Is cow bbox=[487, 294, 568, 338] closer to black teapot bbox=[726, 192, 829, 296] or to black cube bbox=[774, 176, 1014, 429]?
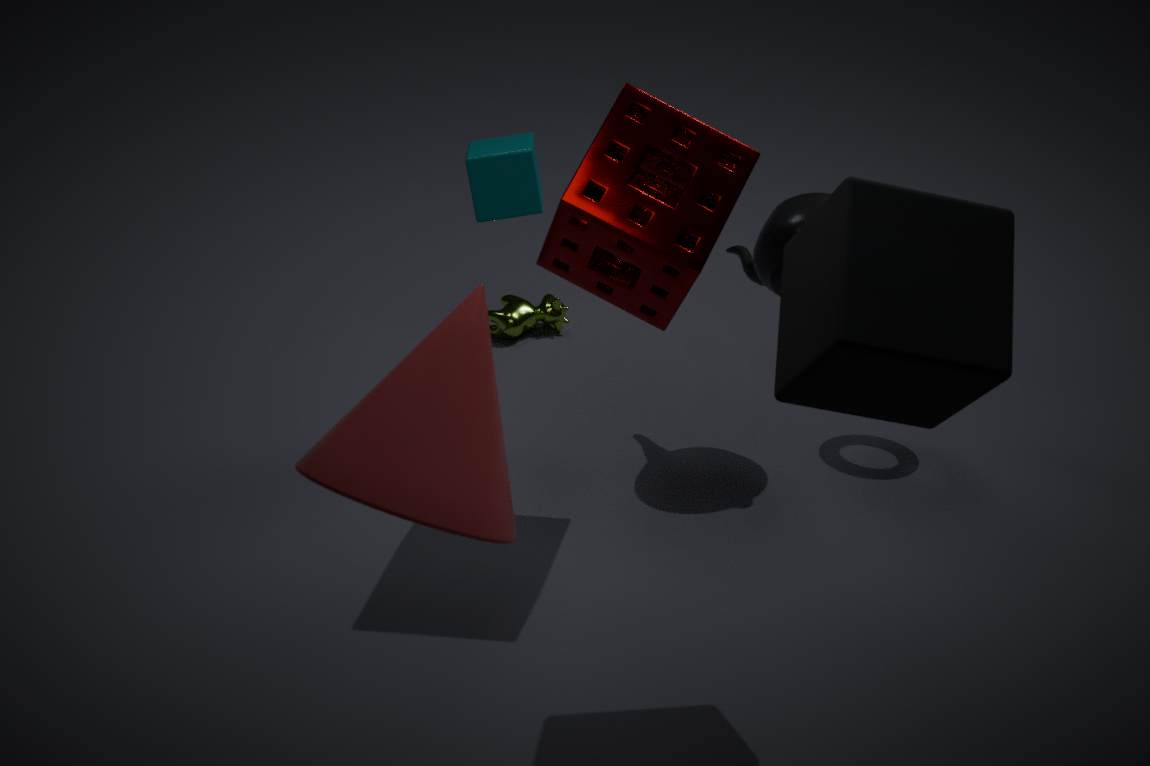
black teapot bbox=[726, 192, 829, 296]
